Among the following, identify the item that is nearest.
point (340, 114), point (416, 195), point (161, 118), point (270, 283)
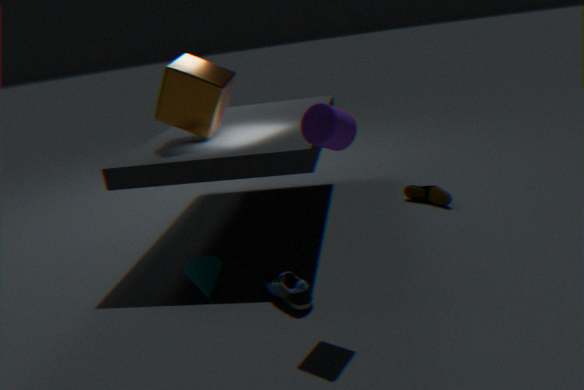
point (340, 114)
